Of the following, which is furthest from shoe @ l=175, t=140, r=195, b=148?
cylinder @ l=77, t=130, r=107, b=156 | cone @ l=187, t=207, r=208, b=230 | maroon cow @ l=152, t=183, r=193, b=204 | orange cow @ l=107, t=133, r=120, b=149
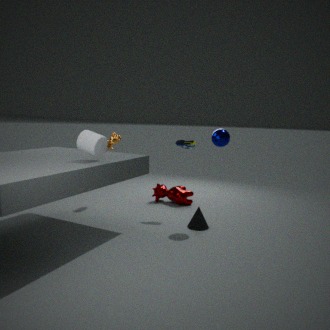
cylinder @ l=77, t=130, r=107, b=156
